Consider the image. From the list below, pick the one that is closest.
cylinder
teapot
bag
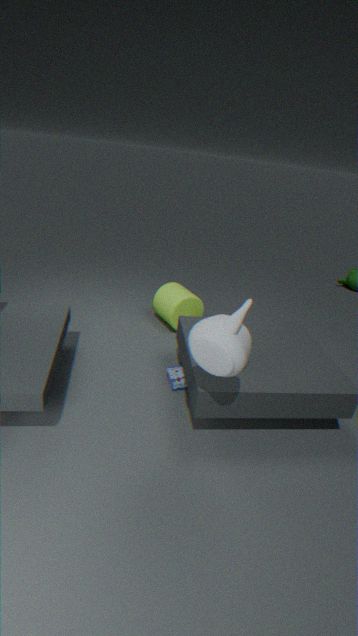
teapot
